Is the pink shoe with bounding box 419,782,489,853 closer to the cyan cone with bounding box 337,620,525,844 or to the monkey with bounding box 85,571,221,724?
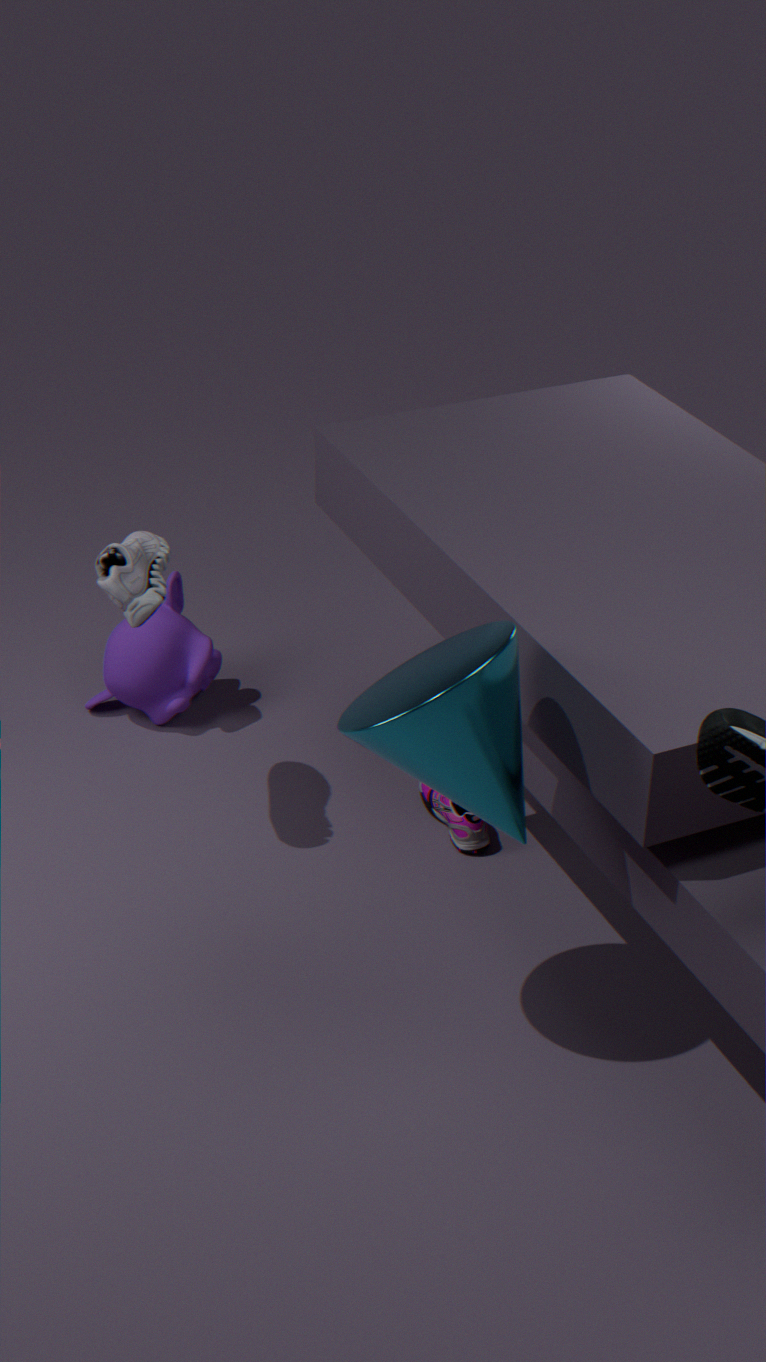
the monkey with bounding box 85,571,221,724
